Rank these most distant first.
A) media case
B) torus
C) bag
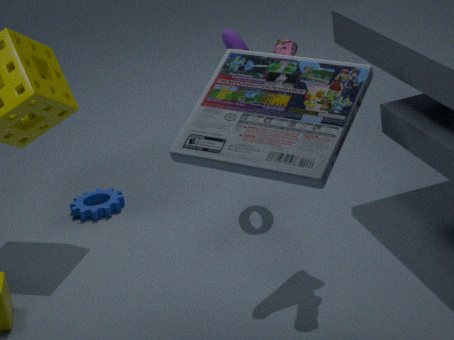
B. torus, C. bag, A. media case
